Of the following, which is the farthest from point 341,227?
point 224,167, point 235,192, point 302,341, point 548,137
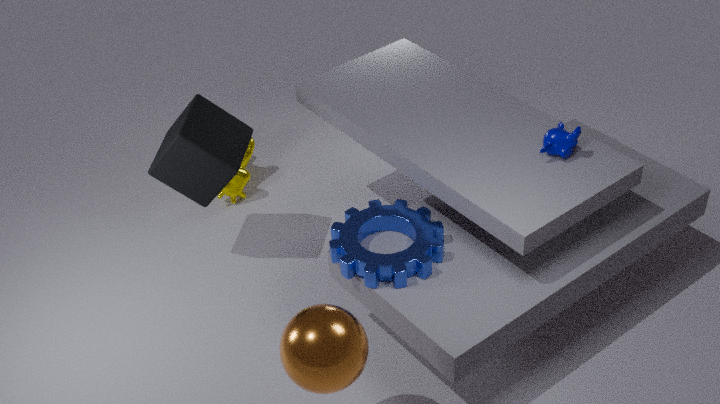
point 235,192
